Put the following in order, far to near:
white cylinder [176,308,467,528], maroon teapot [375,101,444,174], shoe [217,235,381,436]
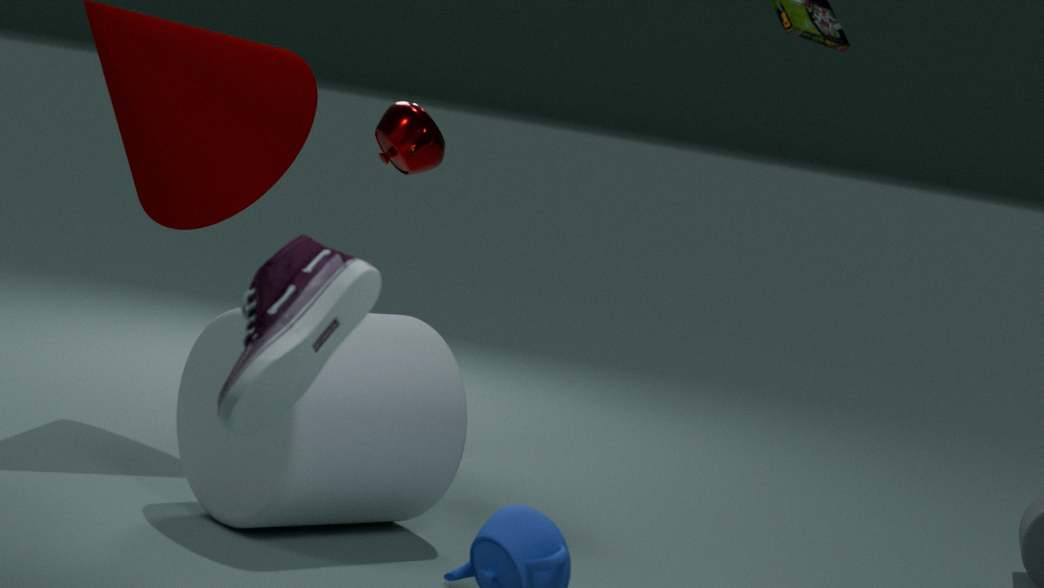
maroon teapot [375,101,444,174] → white cylinder [176,308,467,528] → shoe [217,235,381,436]
